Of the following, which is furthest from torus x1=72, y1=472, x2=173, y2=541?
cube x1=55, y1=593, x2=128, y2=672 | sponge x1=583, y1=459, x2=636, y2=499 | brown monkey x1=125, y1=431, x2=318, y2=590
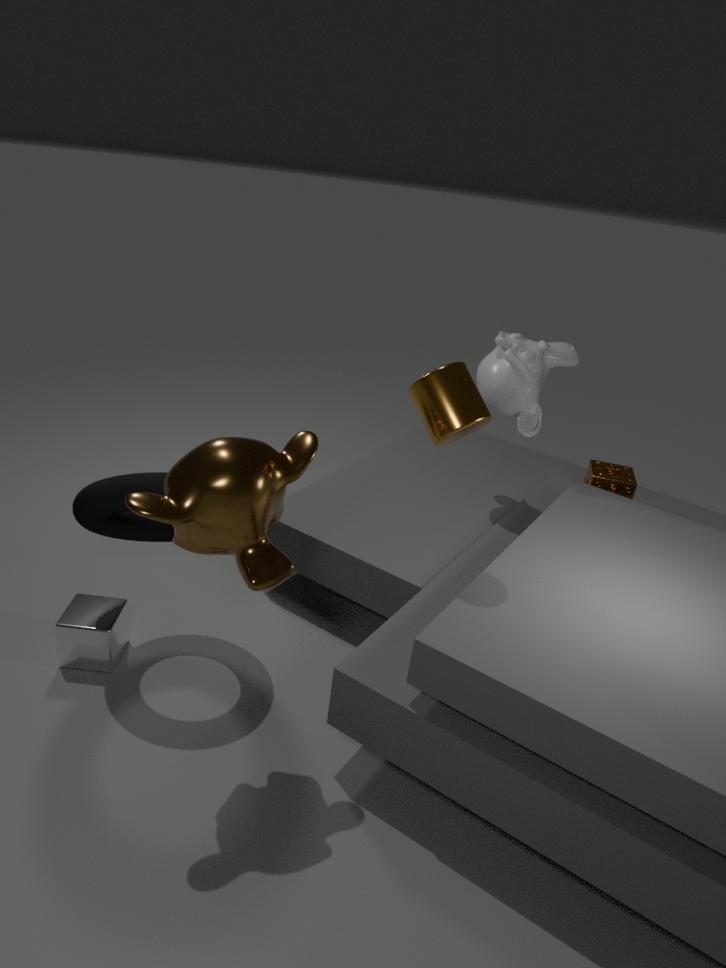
sponge x1=583, y1=459, x2=636, y2=499
